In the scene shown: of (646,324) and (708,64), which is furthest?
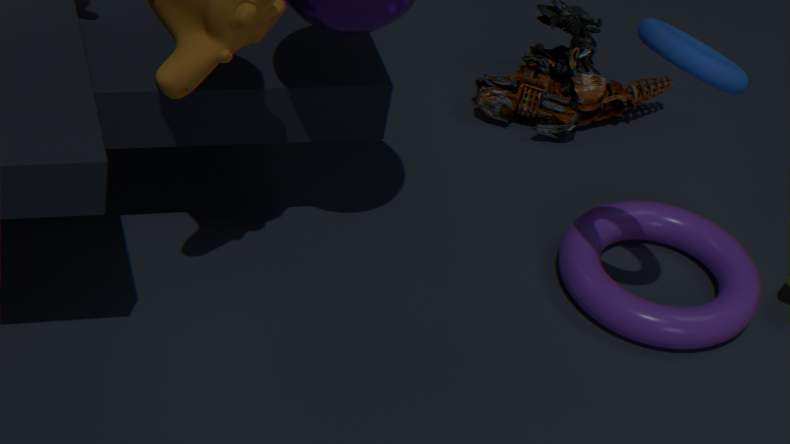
(646,324)
